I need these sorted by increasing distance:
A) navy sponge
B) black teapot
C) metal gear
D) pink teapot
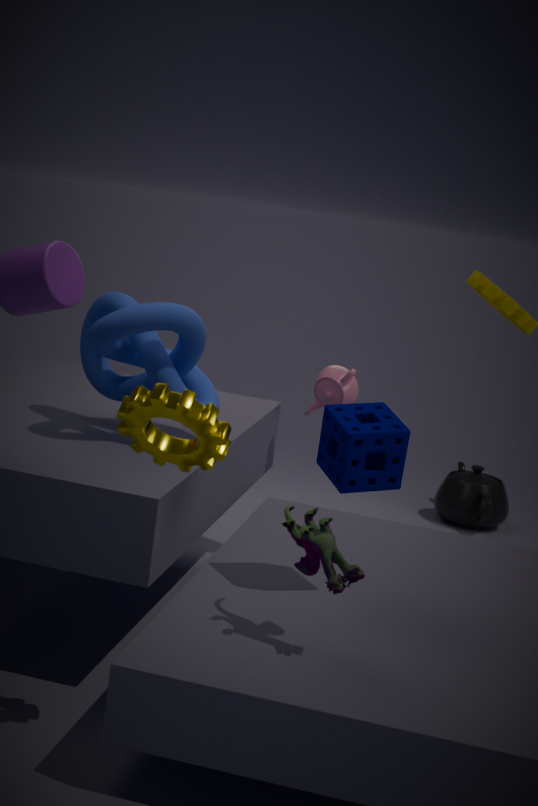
metal gear → navy sponge → pink teapot → black teapot
